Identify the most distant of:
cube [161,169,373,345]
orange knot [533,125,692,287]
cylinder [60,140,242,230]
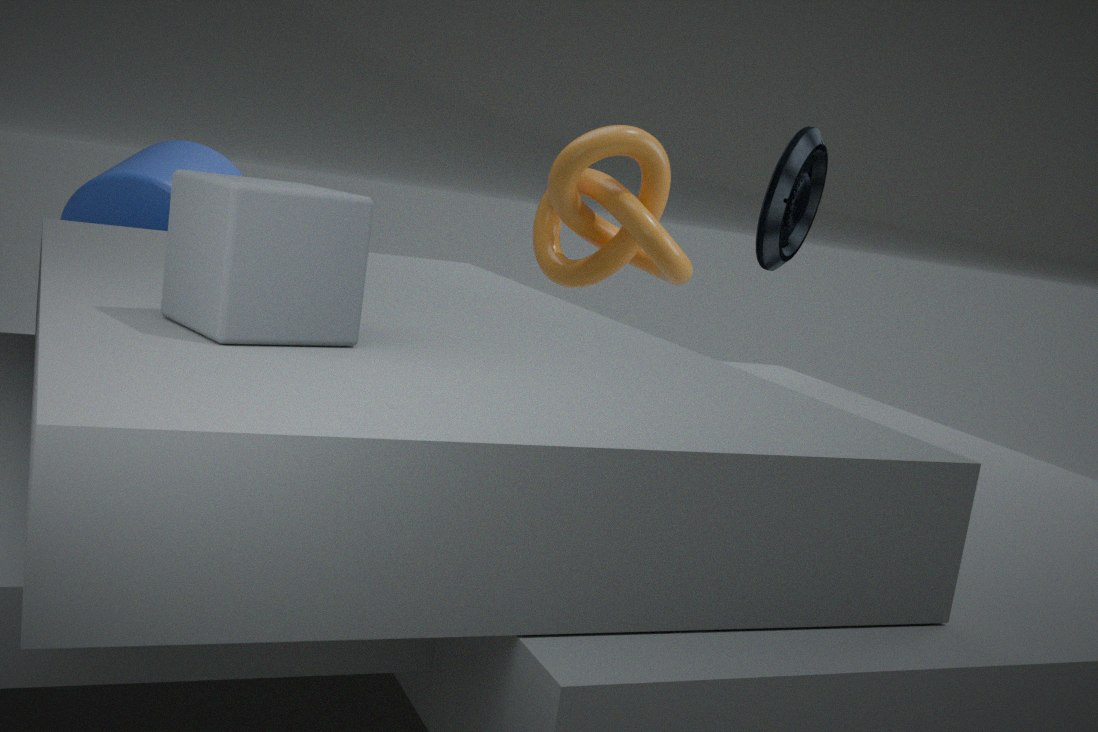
orange knot [533,125,692,287]
